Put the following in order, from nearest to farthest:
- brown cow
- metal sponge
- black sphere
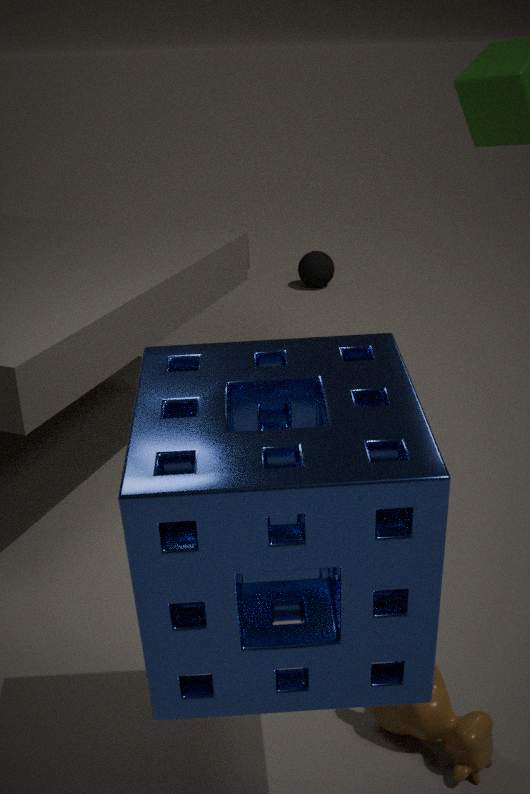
metal sponge, brown cow, black sphere
